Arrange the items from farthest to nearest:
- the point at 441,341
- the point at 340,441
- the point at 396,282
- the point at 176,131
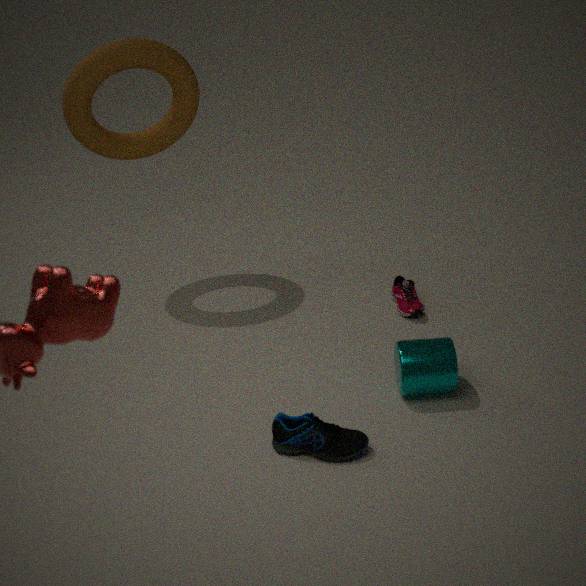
1. the point at 176,131
2. the point at 396,282
3. the point at 441,341
4. the point at 340,441
